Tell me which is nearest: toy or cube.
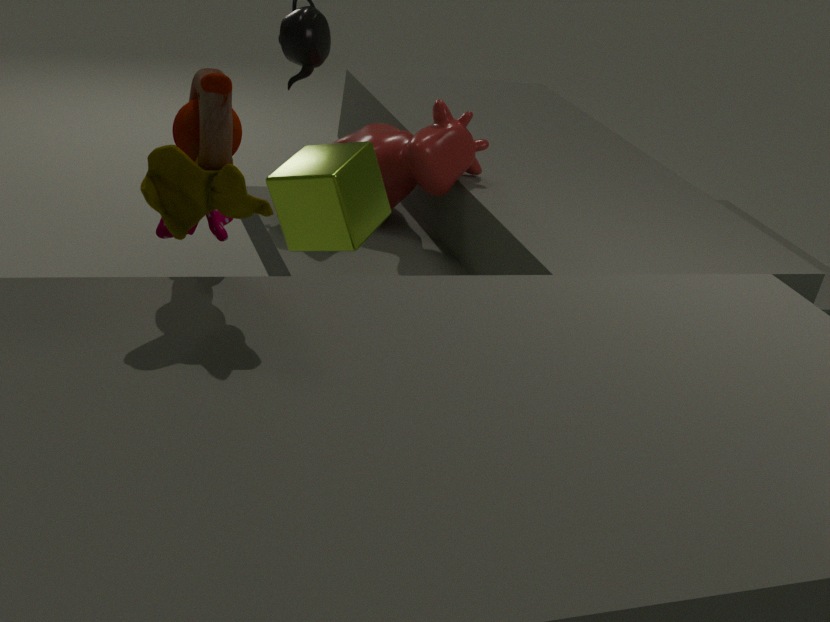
toy
